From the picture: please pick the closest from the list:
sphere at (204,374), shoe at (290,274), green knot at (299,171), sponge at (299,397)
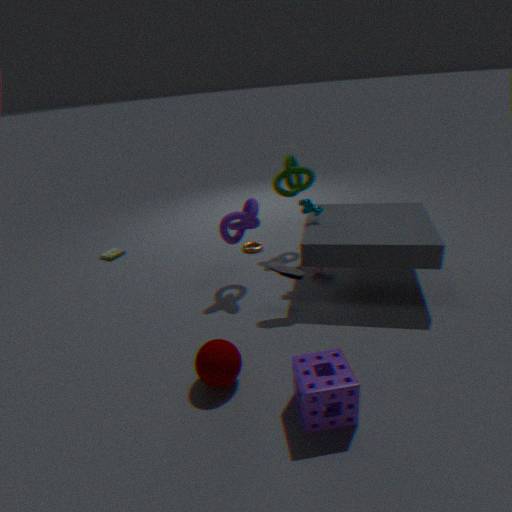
sponge at (299,397)
